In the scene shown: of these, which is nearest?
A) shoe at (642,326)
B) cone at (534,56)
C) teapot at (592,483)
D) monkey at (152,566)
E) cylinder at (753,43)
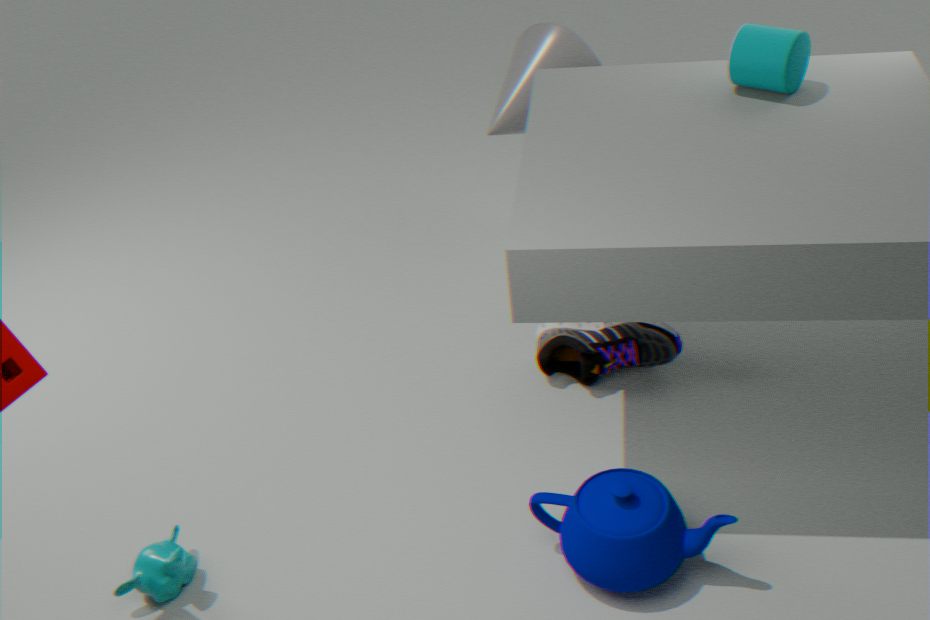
teapot at (592,483)
